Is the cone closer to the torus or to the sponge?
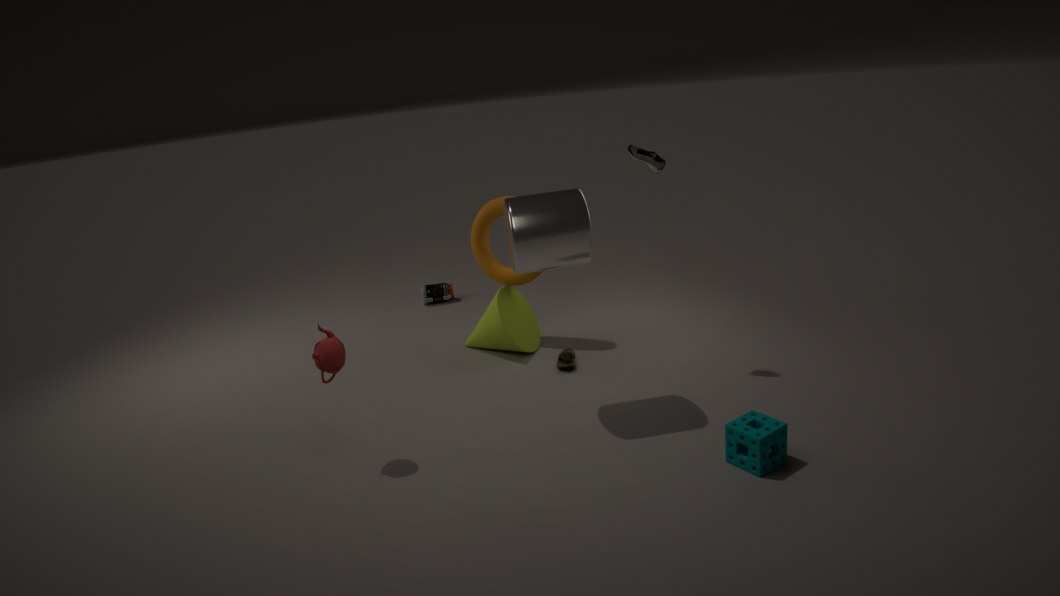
the torus
